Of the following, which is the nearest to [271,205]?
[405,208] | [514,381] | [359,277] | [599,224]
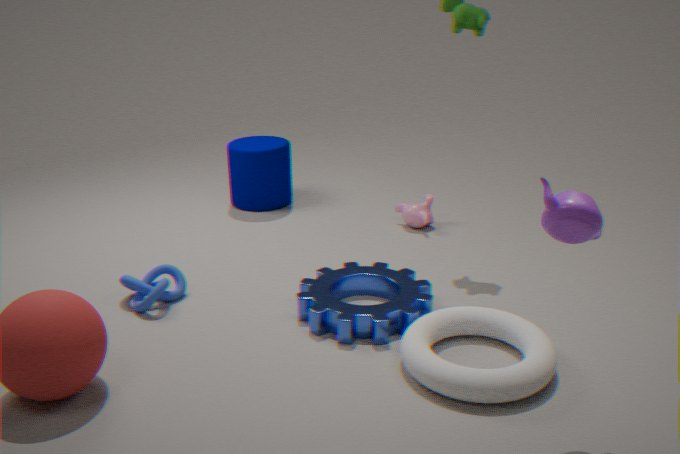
[405,208]
